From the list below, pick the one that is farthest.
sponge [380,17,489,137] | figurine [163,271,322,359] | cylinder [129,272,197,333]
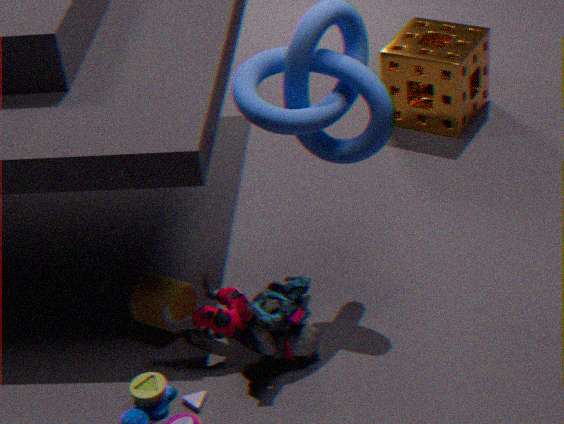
sponge [380,17,489,137]
